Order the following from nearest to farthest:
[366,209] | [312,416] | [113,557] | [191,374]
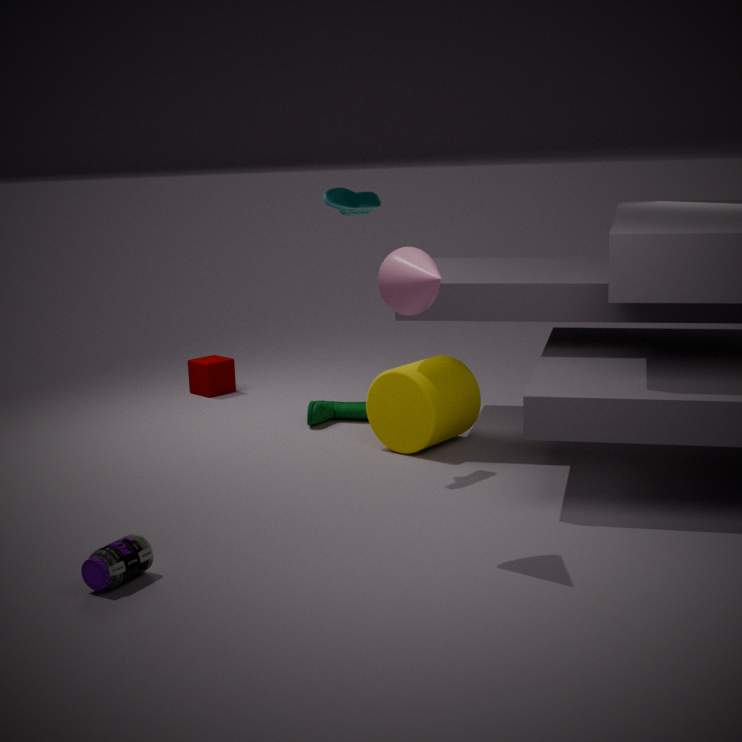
[113,557]
[366,209]
[312,416]
[191,374]
